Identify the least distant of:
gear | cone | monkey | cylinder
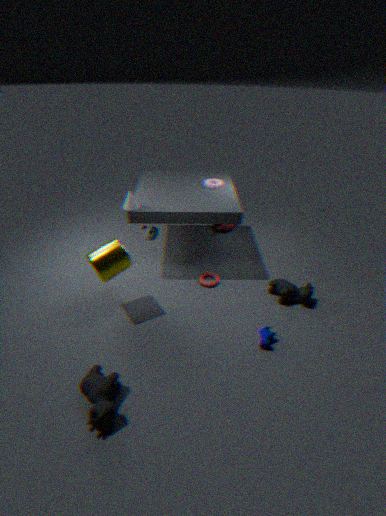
cylinder
